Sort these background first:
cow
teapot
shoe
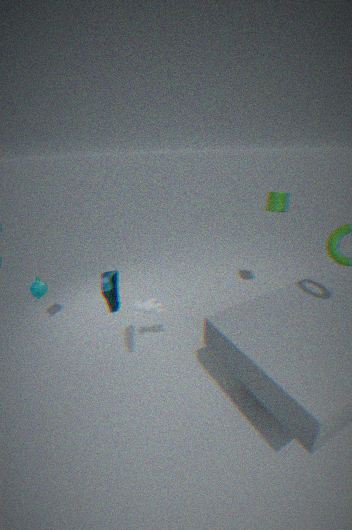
1. teapot
2. cow
3. shoe
